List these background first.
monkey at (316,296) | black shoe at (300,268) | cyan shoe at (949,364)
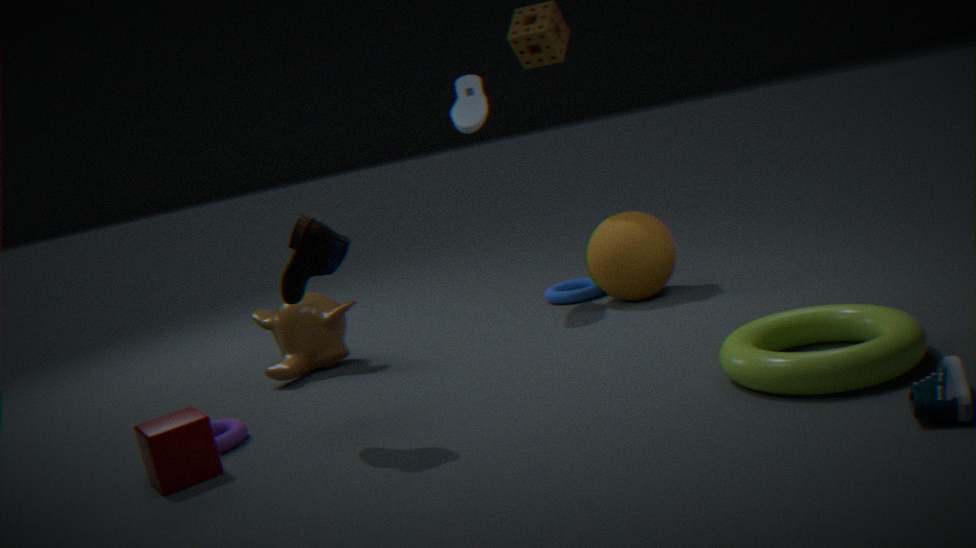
monkey at (316,296) → black shoe at (300,268) → cyan shoe at (949,364)
